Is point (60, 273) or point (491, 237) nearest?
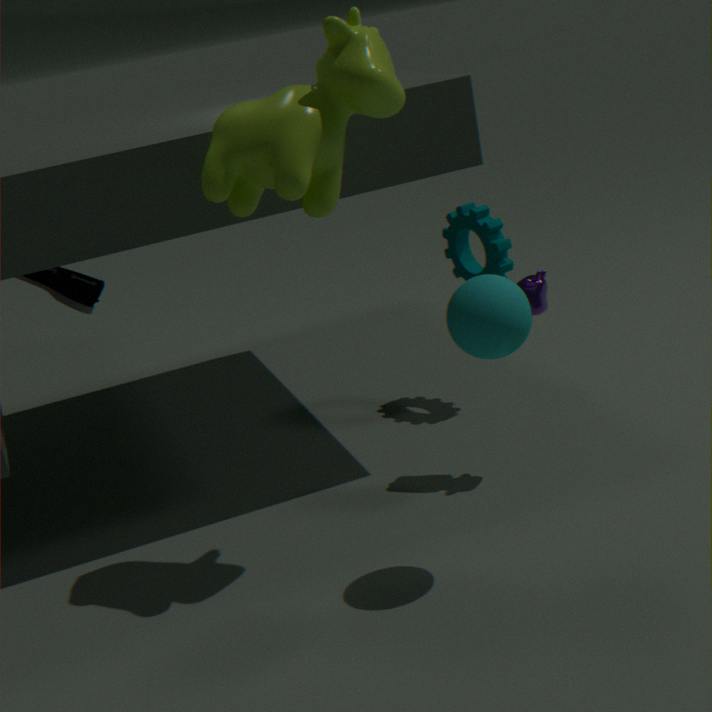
point (491, 237)
